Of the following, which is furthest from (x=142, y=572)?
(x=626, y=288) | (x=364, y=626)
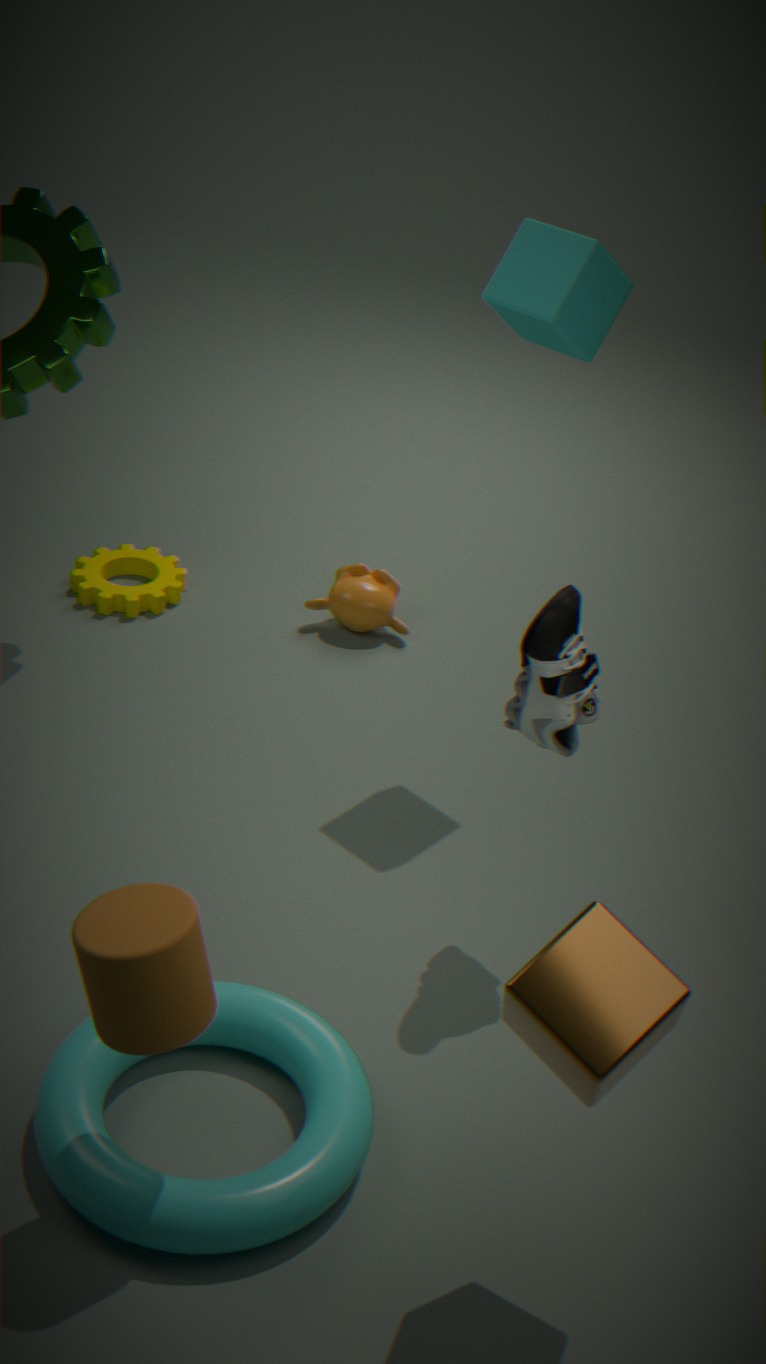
(x=626, y=288)
